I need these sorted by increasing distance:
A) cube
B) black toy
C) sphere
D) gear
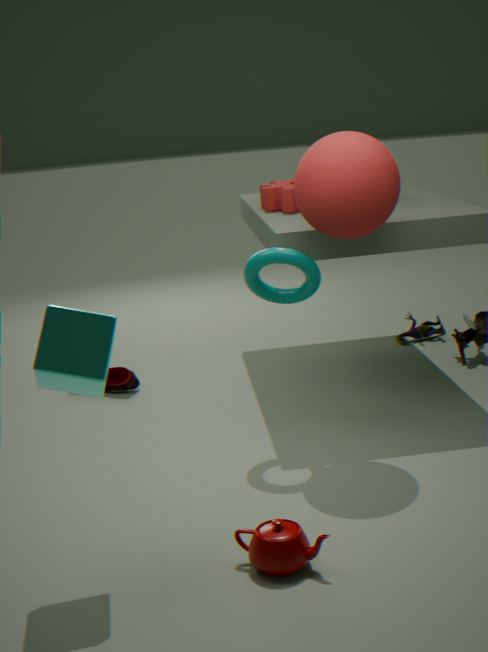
cube
sphere
gear
black toy
